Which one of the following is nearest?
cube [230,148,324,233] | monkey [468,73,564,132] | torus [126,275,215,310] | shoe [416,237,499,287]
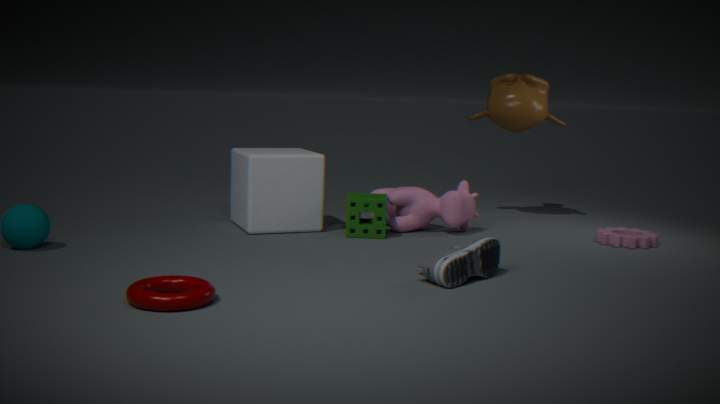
torus [126,275,215,310]
